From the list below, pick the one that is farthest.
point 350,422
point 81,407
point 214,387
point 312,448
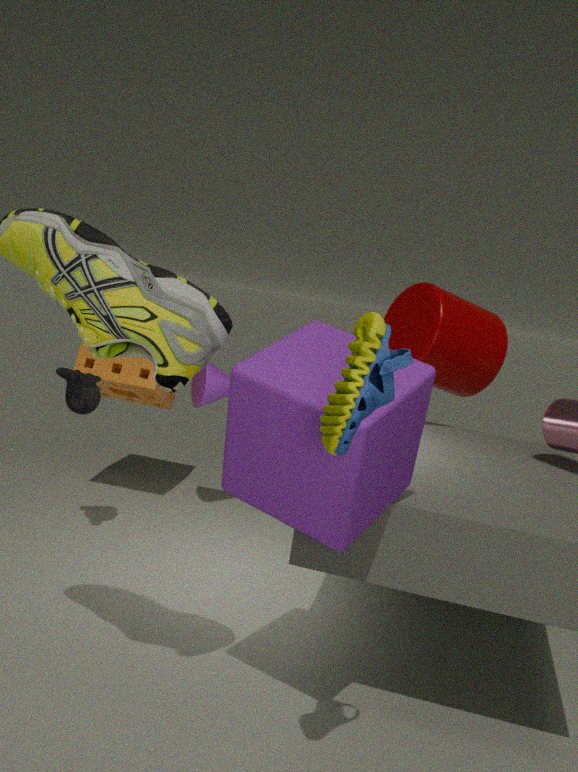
point 214,387
